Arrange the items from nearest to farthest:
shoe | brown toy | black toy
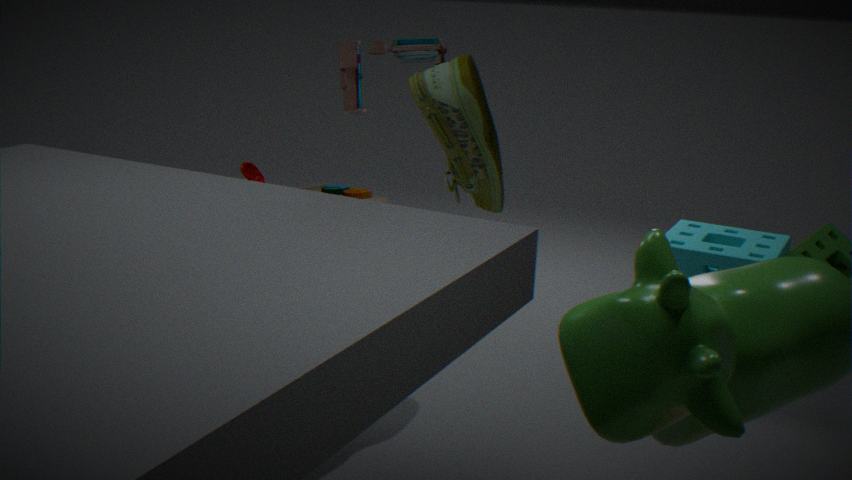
shoe → black toy → brown toy
